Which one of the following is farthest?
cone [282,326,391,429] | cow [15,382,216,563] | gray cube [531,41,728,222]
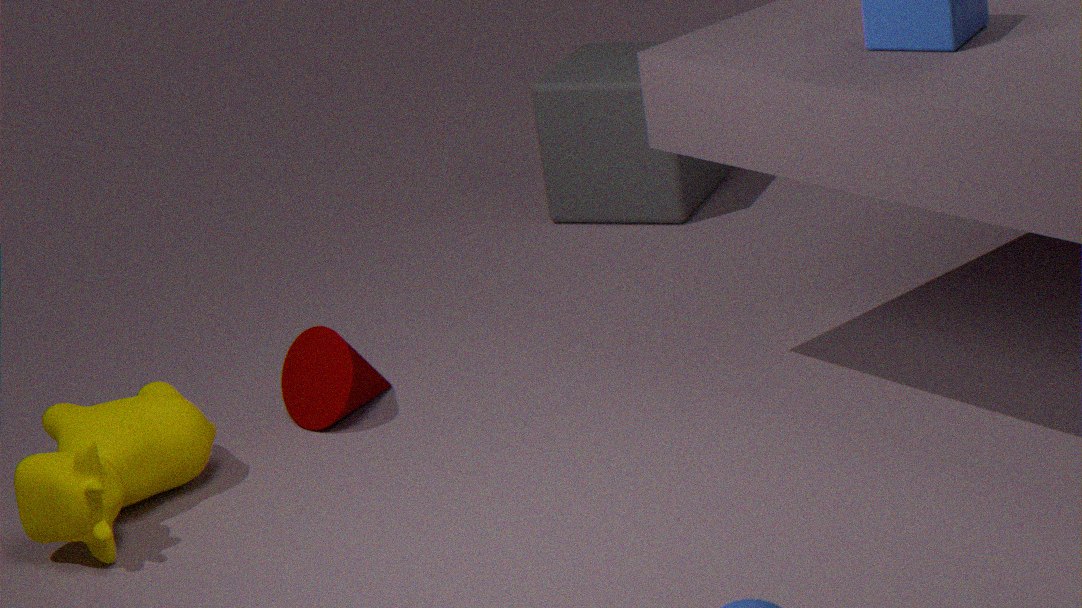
gray cube [531,41,728,222]
